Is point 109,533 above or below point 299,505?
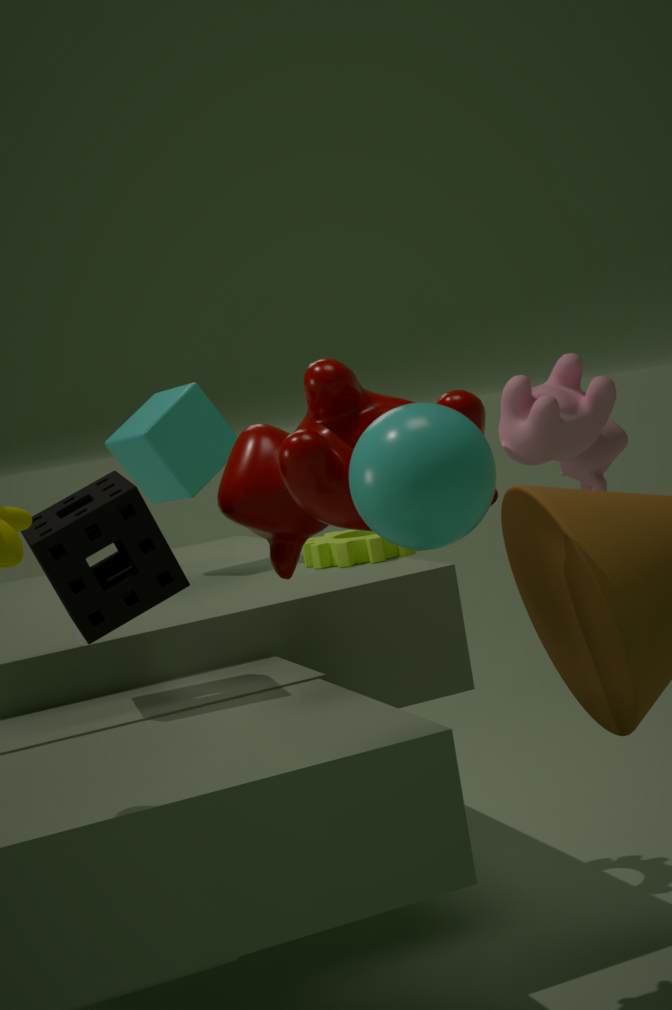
below
